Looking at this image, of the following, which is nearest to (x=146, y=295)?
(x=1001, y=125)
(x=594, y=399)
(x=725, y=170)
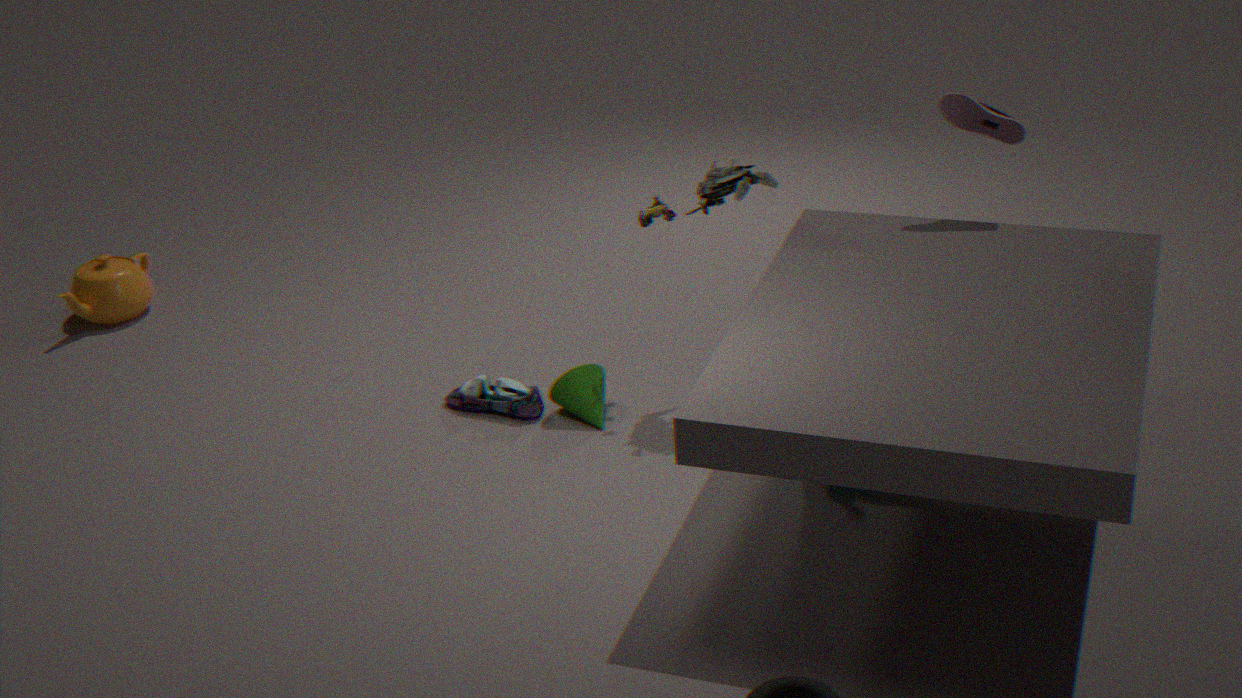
(x=594, y=399)
